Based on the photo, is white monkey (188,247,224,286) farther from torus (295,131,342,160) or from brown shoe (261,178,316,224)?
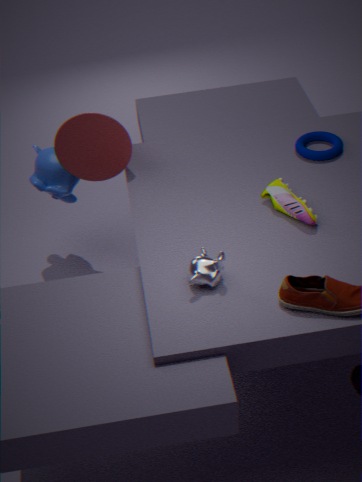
torus (295,131,342,160)
